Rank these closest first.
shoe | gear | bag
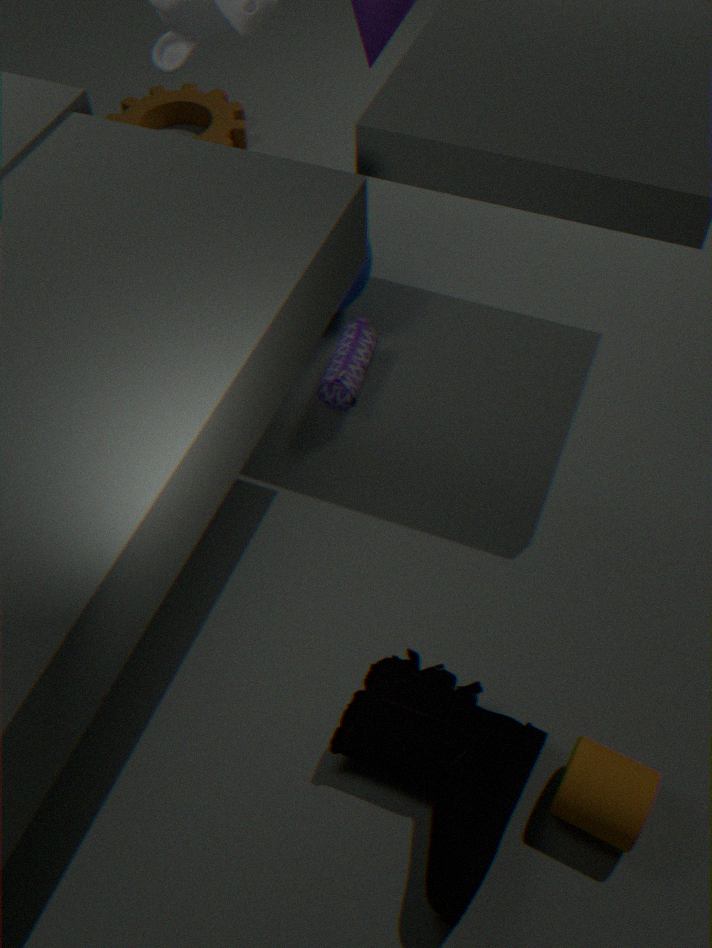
shoe
bag
gear
